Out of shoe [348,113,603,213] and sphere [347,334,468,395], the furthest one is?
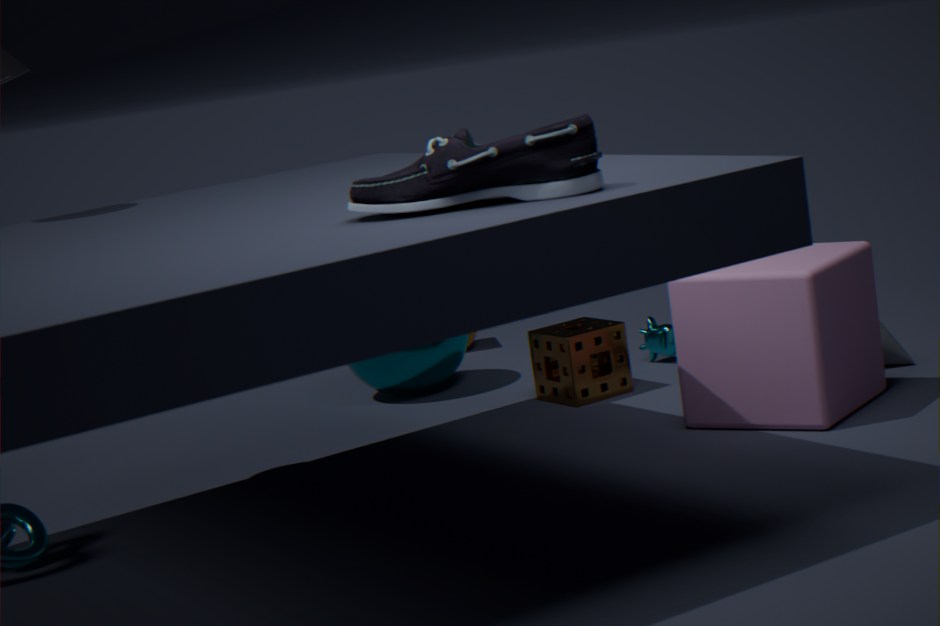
sphere [347,334,468,395]
